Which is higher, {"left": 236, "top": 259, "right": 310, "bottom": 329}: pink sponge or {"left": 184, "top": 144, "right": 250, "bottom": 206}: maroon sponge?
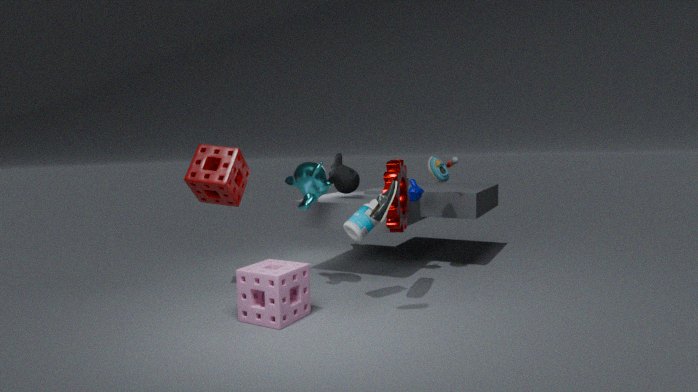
{"left": 184, "top": 144, "right": 250, "bottom": 206}: maroon sponge
